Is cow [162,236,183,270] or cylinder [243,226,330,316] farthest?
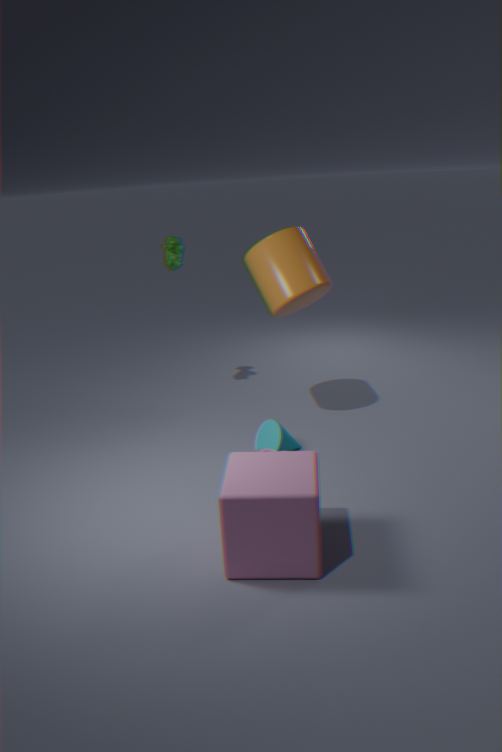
cow [162,236,183,270]
